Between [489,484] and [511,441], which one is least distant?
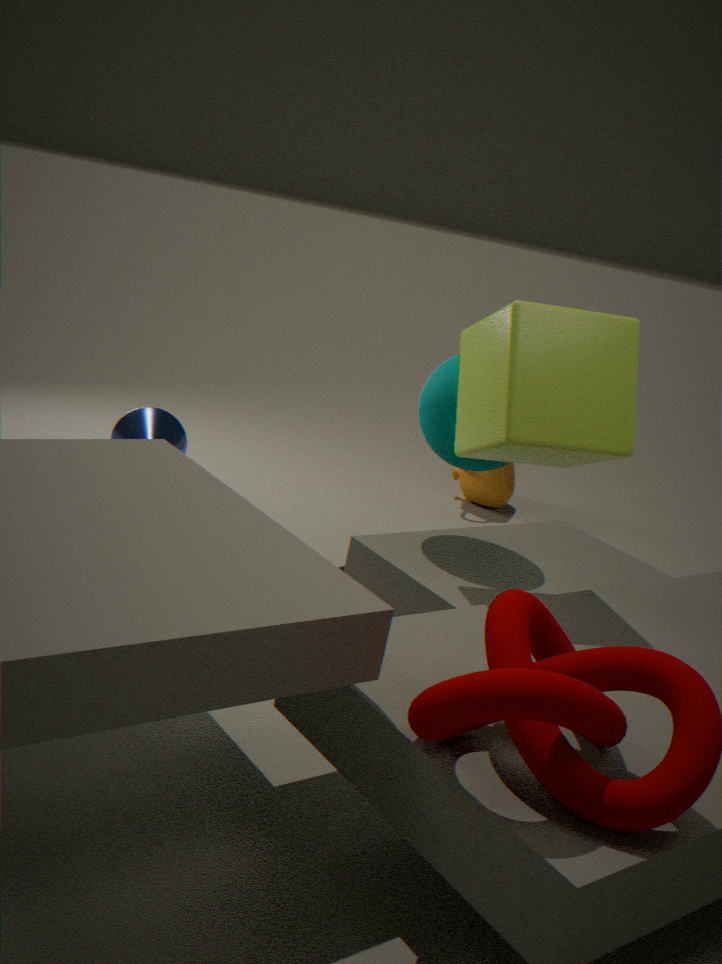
[511,441]
